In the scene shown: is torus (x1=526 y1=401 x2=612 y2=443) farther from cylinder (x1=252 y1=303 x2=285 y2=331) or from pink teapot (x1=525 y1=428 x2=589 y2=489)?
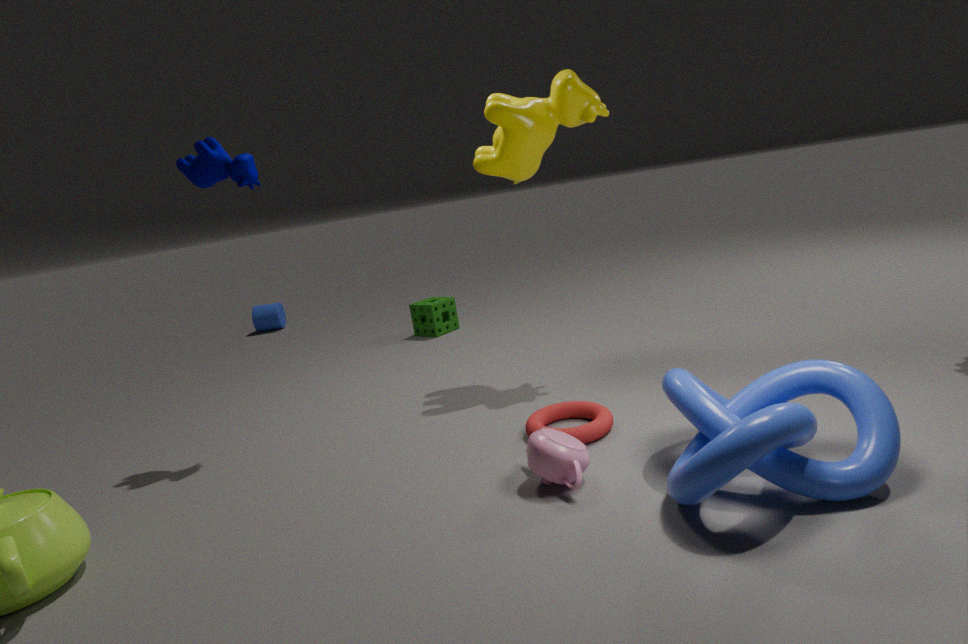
cylinder (x1=252 y1=303 x2=285 y2=331)
